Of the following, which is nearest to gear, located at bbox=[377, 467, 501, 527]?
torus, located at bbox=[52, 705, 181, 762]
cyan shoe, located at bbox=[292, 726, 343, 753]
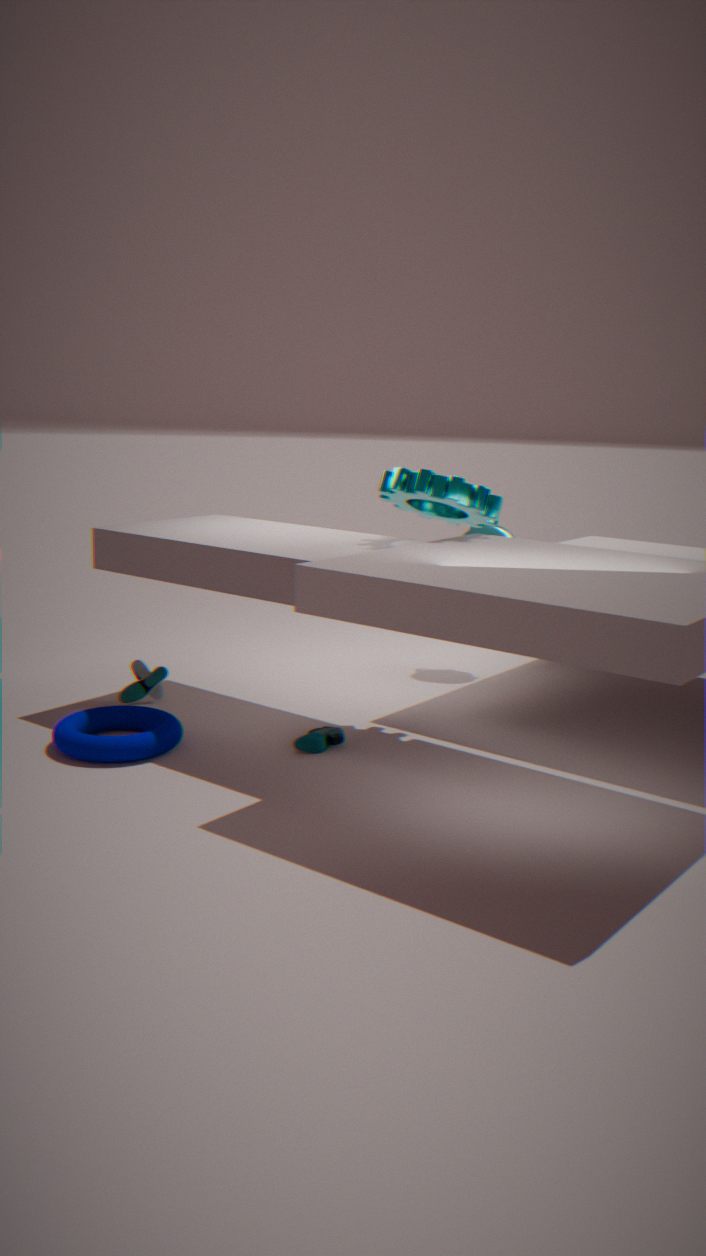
cyan shoe, located at bbox=[292, 726, 343, 753]
